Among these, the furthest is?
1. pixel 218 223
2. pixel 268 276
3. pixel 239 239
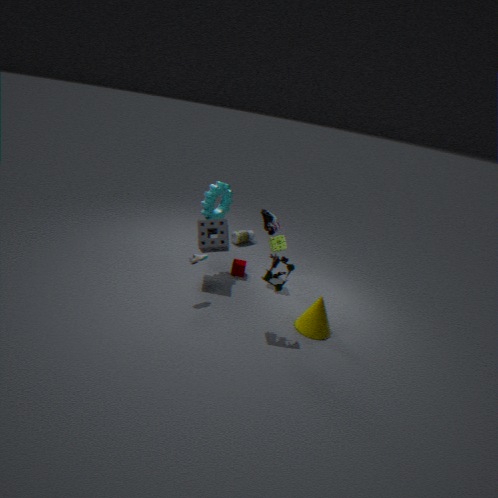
pixel 239 239
